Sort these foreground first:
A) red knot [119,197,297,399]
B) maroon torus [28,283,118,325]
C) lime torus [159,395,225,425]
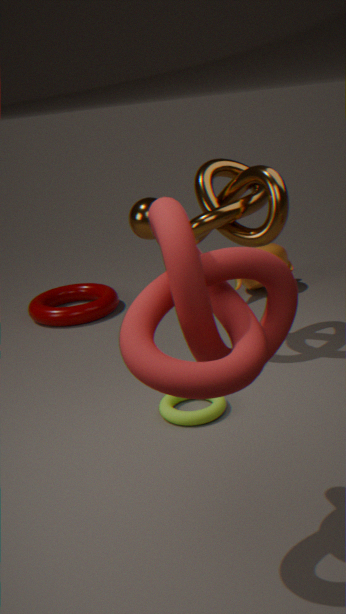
A. red knot [119,197,297,399], C. lime torus [159,395,225,425], B. maroon torus [28,283,118,325]
